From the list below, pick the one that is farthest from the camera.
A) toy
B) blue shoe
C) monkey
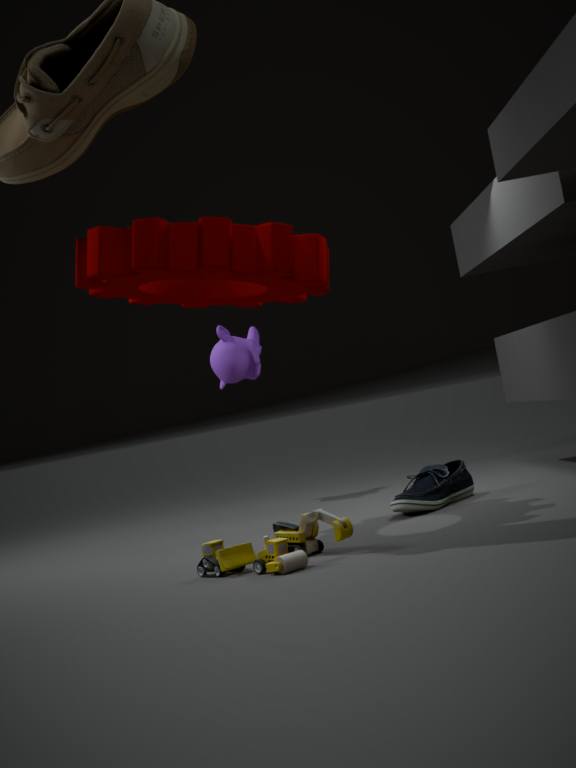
monkey
